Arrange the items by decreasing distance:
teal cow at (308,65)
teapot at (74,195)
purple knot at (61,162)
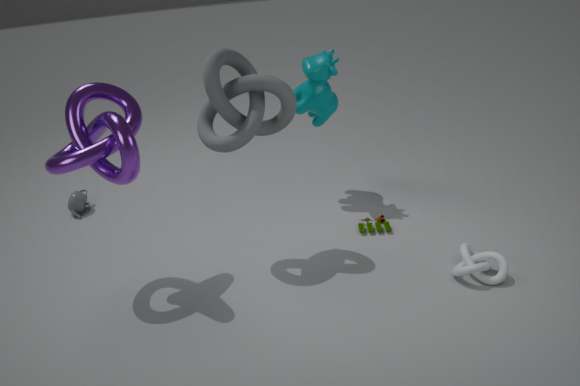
teapot at (74,195), teal cow at (308,65), purple knot at (61,162)
